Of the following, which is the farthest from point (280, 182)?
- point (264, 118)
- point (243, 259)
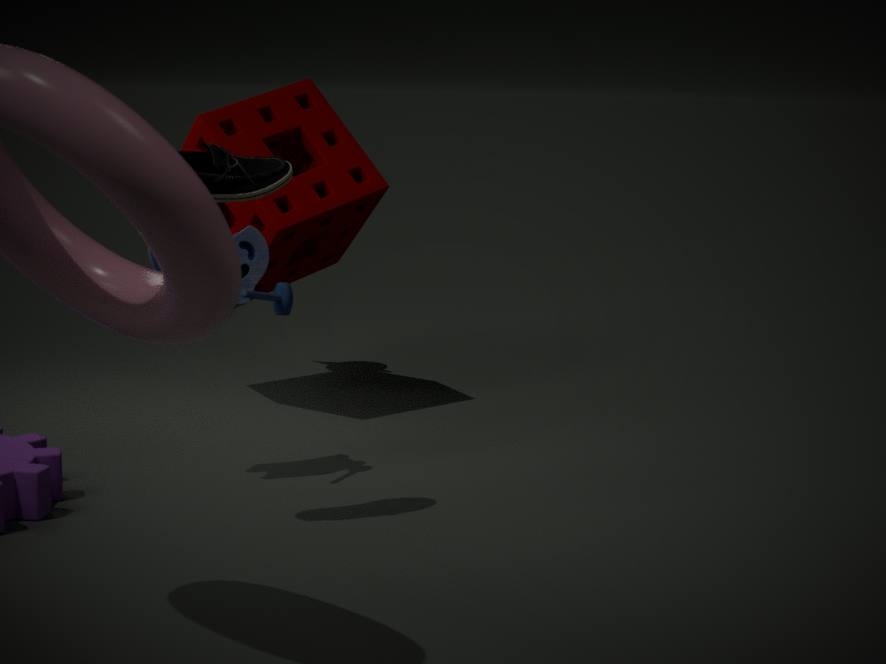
point (264, 118)
